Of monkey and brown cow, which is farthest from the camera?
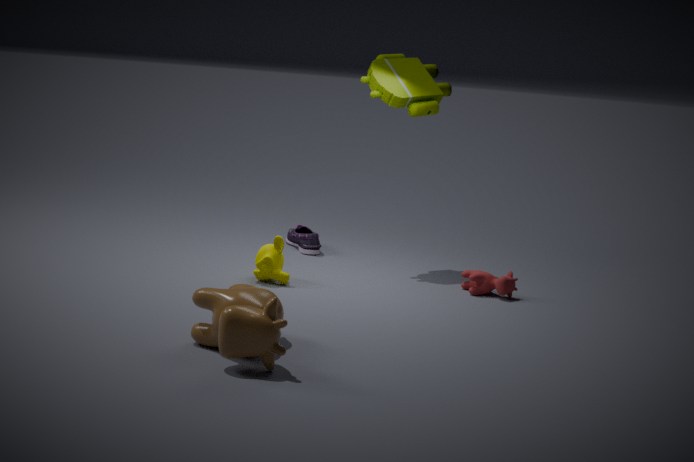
monkey
